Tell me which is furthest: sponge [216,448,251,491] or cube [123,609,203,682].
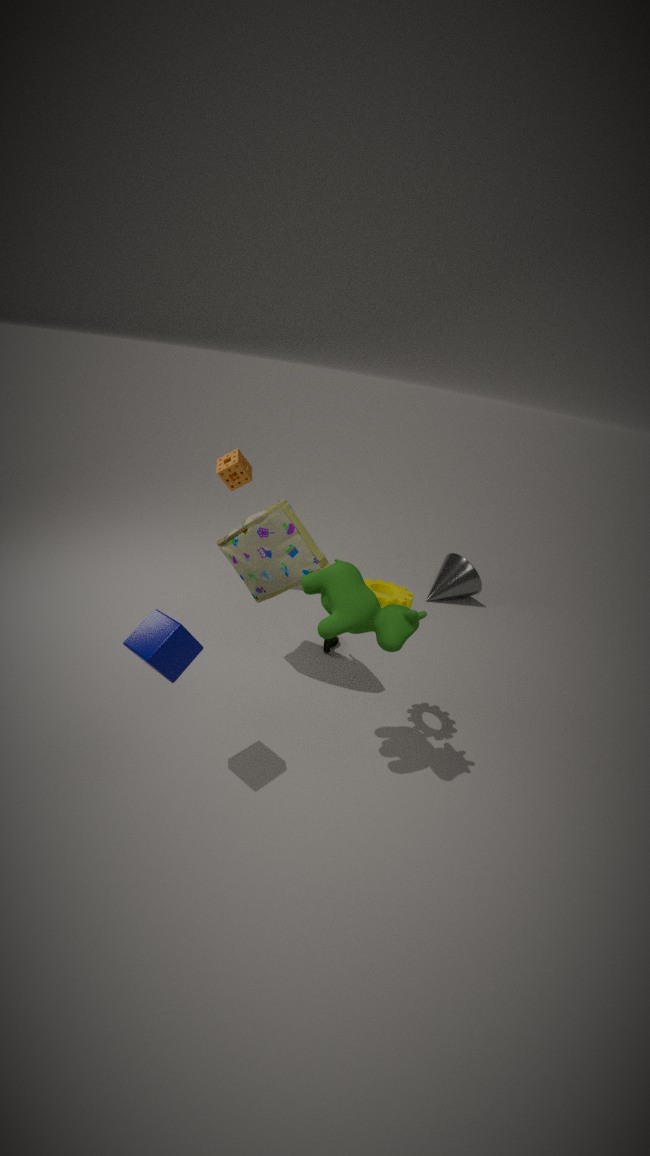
sponge [216,448,251,491]
